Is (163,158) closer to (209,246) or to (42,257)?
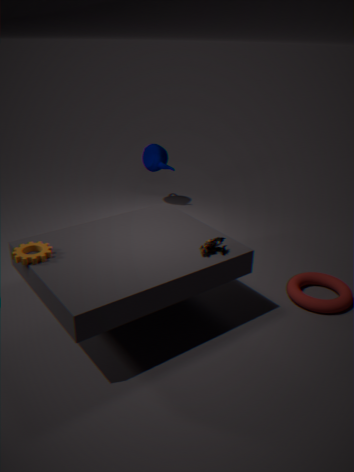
(209,246)
